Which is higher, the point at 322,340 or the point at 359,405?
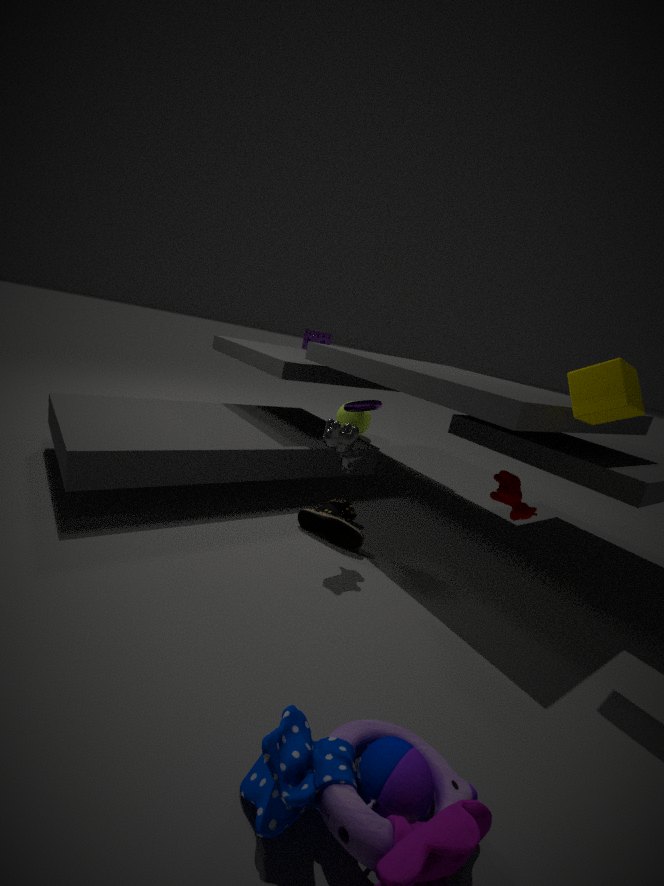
the point at 322,340
